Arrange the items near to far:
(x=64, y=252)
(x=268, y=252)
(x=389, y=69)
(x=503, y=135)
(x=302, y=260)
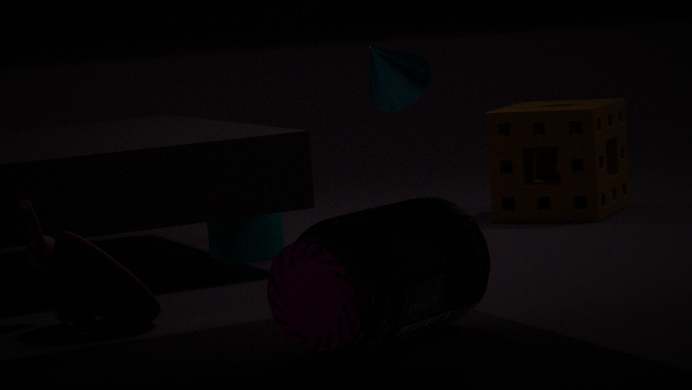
(x=302, y=260) → (x=64, y=252) → (x=268, y=252) → (x=389, y=69) → (x=503, y=135)
